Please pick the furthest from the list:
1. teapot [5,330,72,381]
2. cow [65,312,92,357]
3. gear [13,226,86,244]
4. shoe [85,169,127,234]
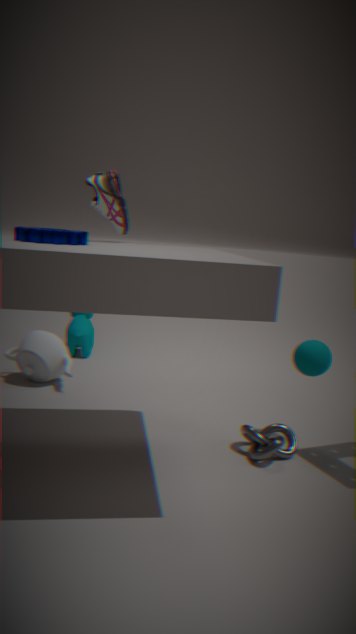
cow [65,312,92,357]
